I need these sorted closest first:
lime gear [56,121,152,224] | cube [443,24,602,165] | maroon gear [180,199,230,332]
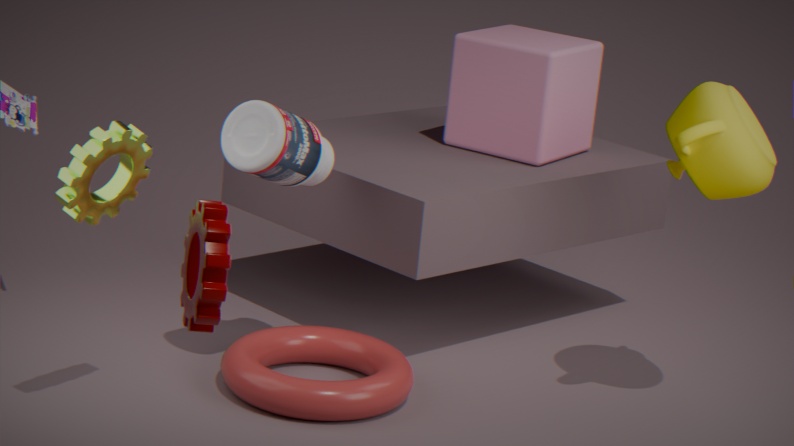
1. maroon gear [180,199,230,332]
2. lime gear [56,121,152,224]
3. cube [443,24,602,165]
